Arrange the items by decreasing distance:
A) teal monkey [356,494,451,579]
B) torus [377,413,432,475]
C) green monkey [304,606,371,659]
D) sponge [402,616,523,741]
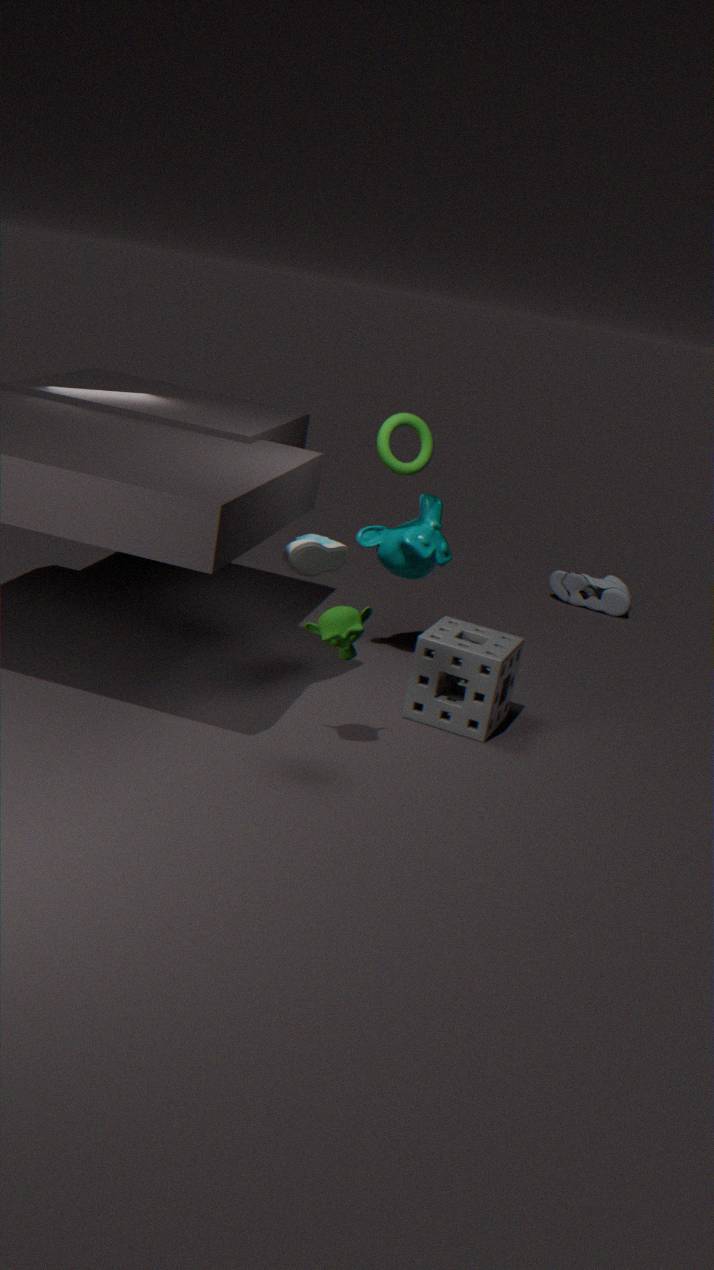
teal monkey [356,494,451,579] → torus [377,413,432,475] → sponge [402,616,523,741] → green monkey [304,606,371,659]
